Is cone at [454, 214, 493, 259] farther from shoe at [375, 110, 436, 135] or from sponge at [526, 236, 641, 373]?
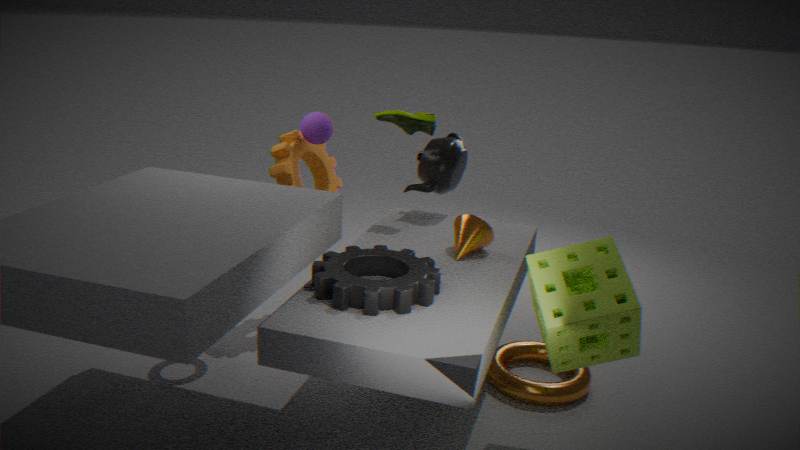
shoe at [375, 110, 436, 135]
